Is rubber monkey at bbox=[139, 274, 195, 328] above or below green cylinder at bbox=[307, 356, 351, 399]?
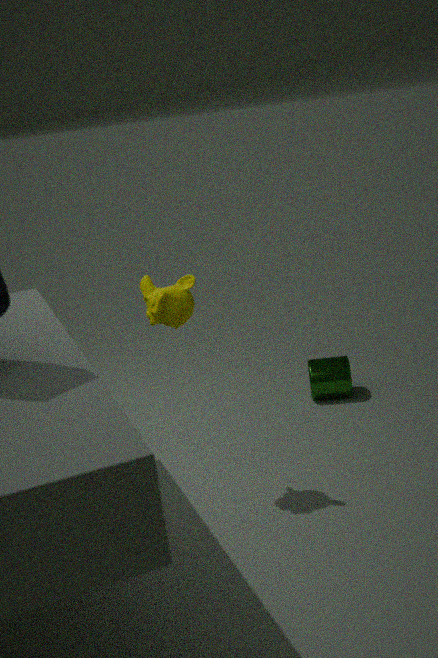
above
